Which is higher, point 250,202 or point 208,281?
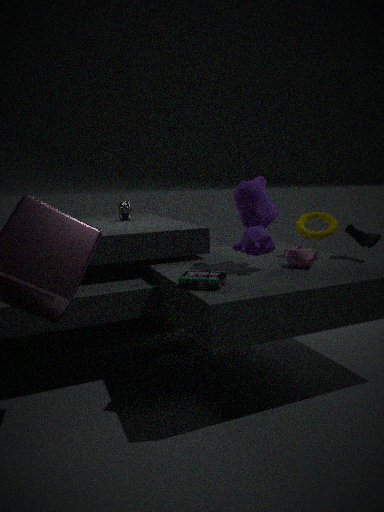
point 250,202
